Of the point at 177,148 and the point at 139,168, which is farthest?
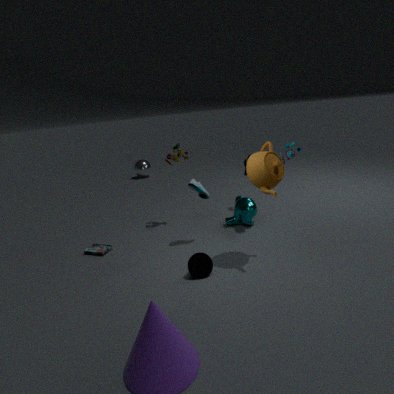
the point at 139,168
